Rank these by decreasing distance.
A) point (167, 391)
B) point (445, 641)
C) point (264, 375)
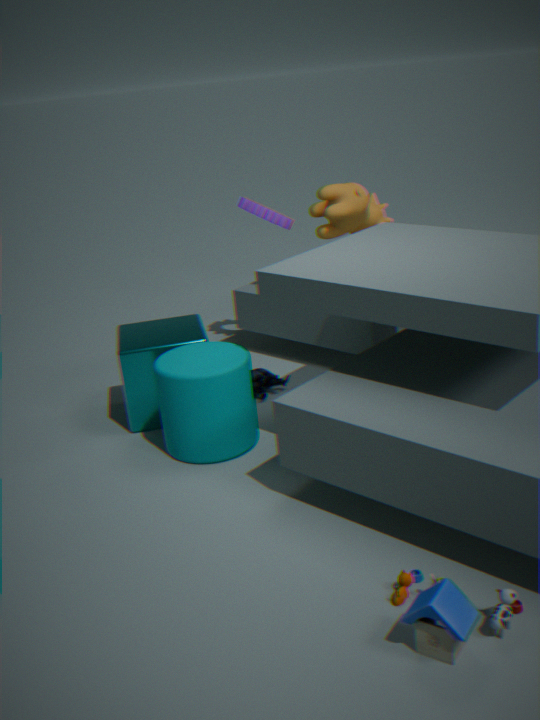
point (264, 375), point (167, 391), point (445, 641)
